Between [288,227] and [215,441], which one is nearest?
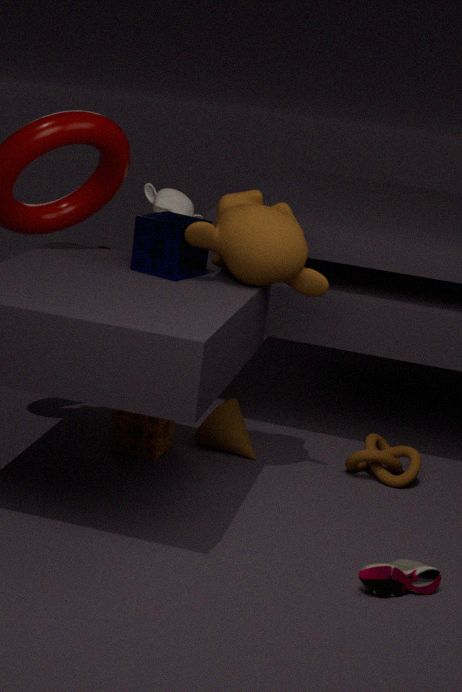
[288,227]
